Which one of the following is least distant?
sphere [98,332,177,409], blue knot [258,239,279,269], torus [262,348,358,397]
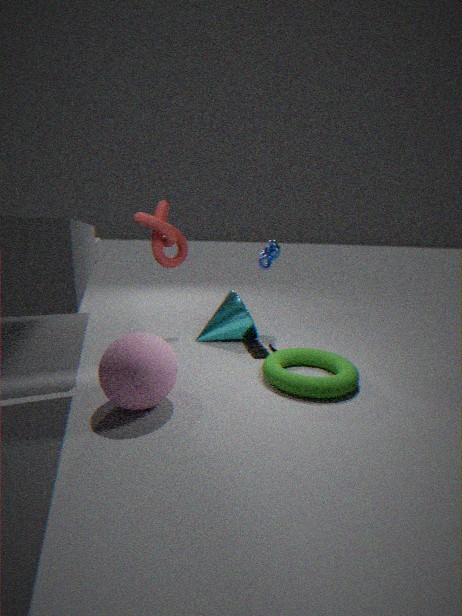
sphere [98,332,177,409]
